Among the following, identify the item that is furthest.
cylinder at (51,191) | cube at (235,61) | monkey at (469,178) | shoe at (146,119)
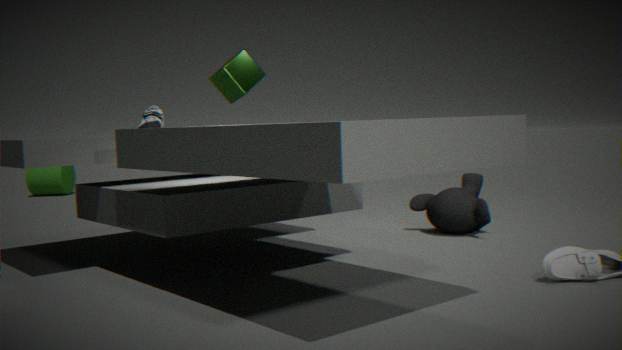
cylinder at (51,191)
